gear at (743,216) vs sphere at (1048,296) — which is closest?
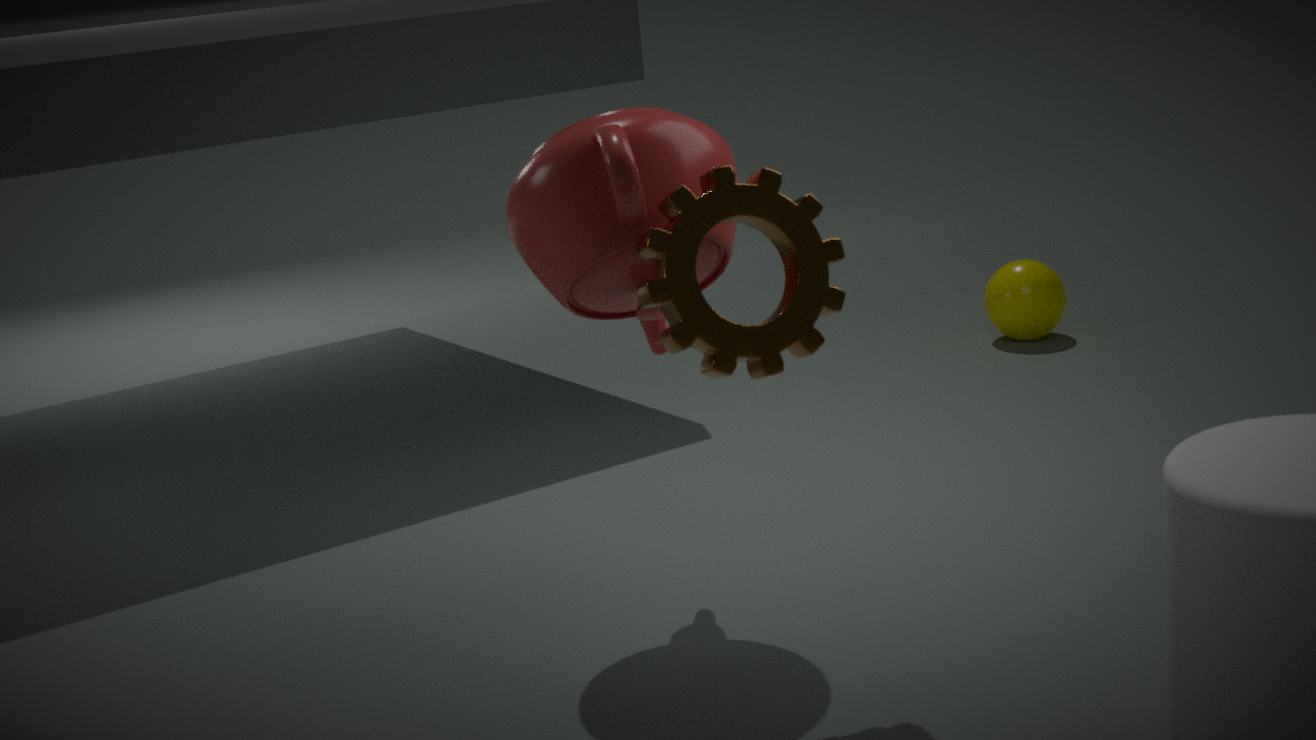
gear at (743,216)
